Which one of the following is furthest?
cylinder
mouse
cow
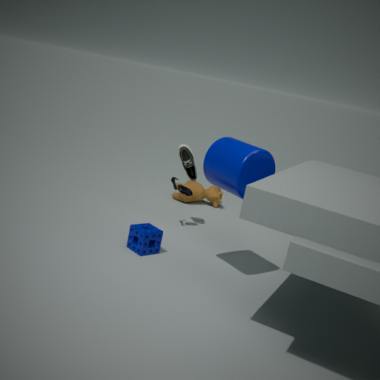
cow
